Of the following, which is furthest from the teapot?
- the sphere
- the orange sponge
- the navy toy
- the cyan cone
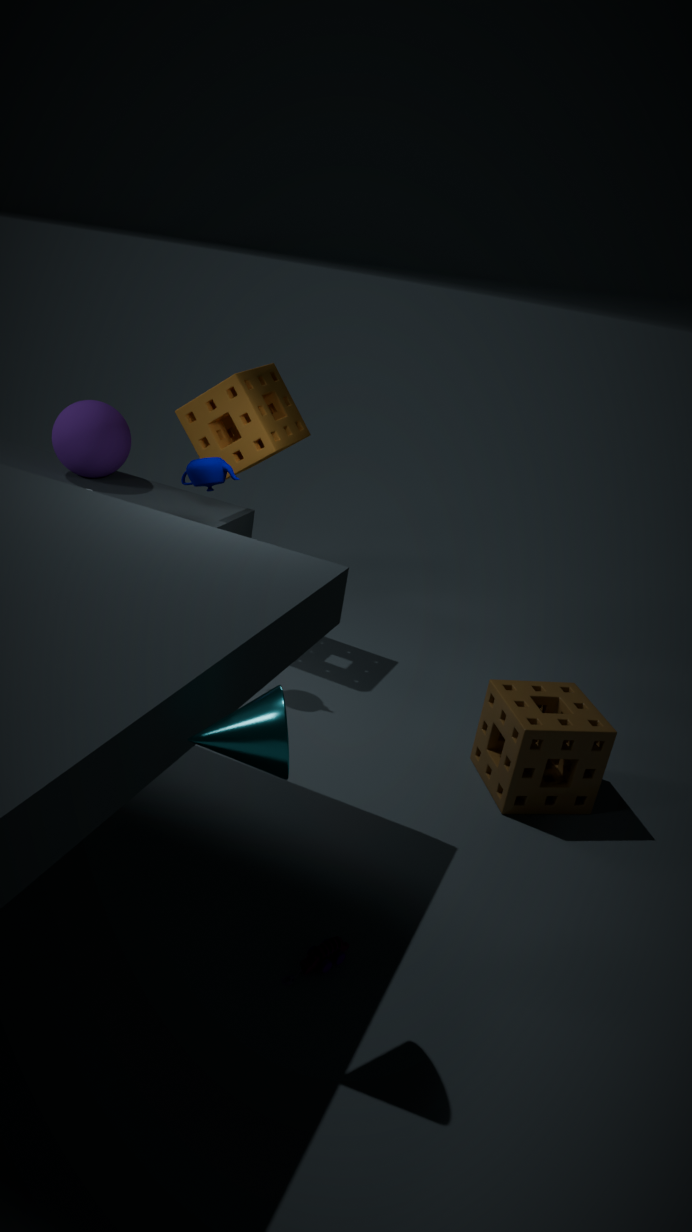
the navy toy
